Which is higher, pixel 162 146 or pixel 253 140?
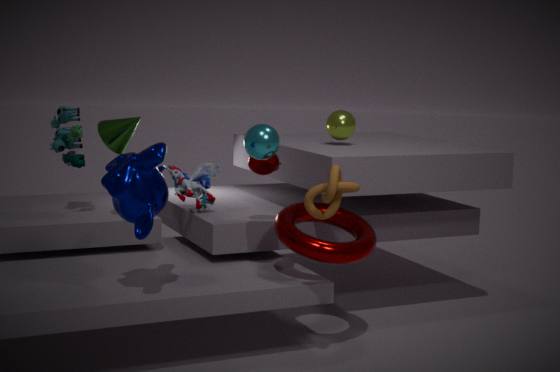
pixel 253 140
